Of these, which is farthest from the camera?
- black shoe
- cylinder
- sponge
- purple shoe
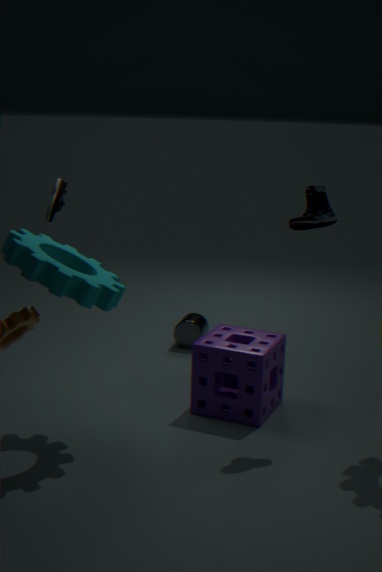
cylinder
